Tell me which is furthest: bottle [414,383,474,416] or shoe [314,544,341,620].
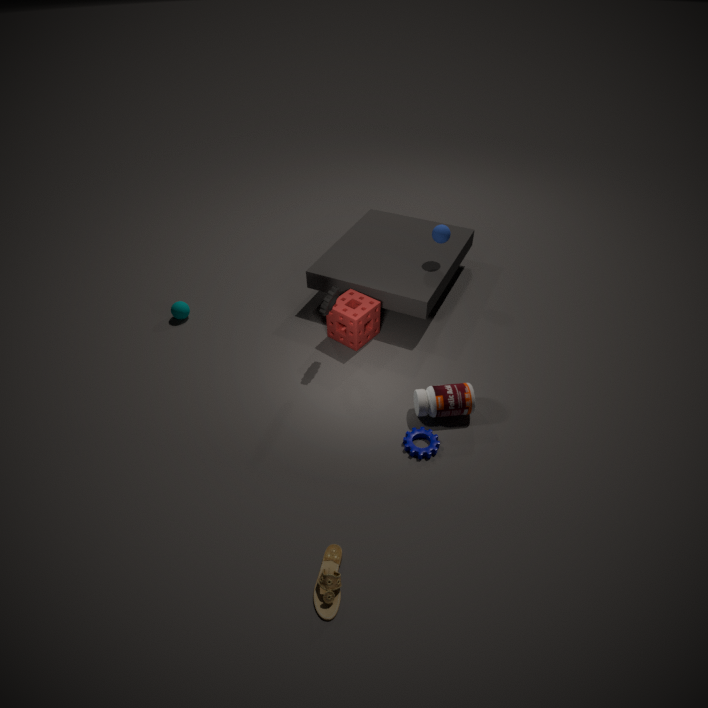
bottle [414,383,474,416]
